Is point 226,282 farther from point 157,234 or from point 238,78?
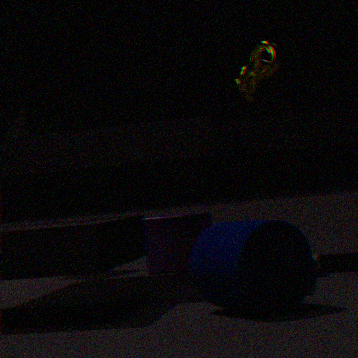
point 157,234
